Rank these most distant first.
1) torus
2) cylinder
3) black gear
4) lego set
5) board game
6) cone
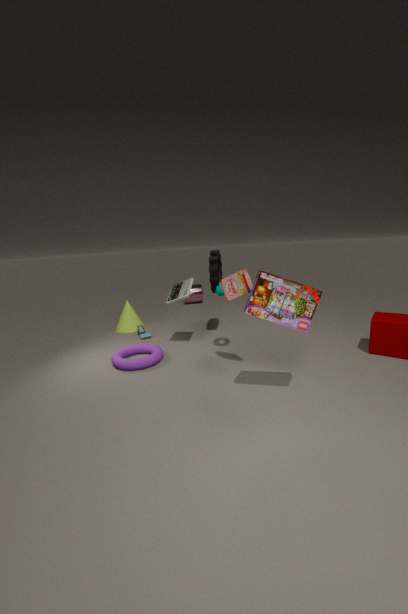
2. cylinder
6. cone
3. black gear
1. torus
5. board game
4. lego set
